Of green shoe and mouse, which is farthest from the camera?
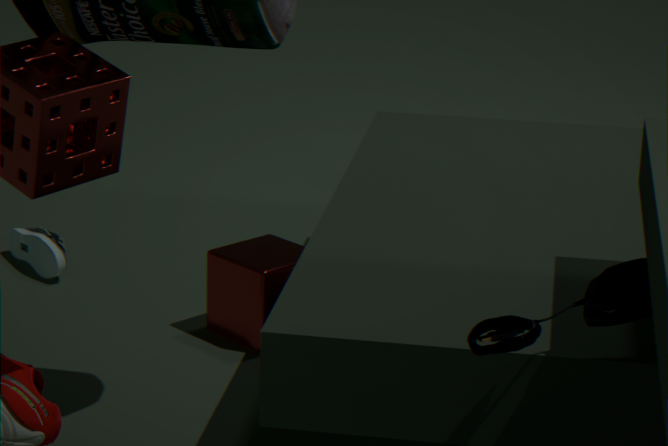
green shoe
